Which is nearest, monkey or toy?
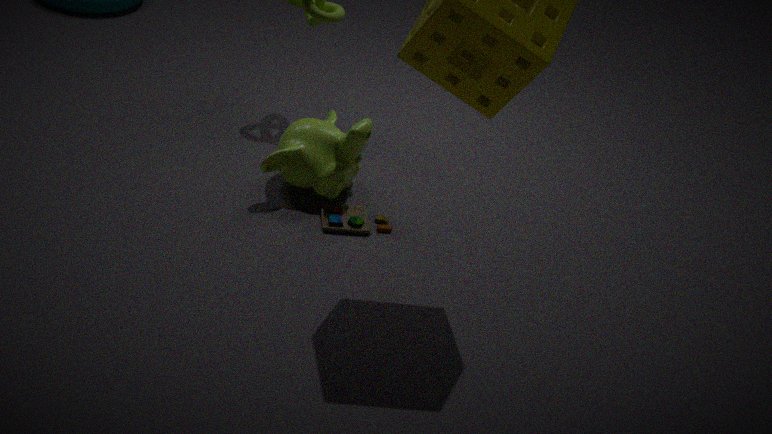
toy
